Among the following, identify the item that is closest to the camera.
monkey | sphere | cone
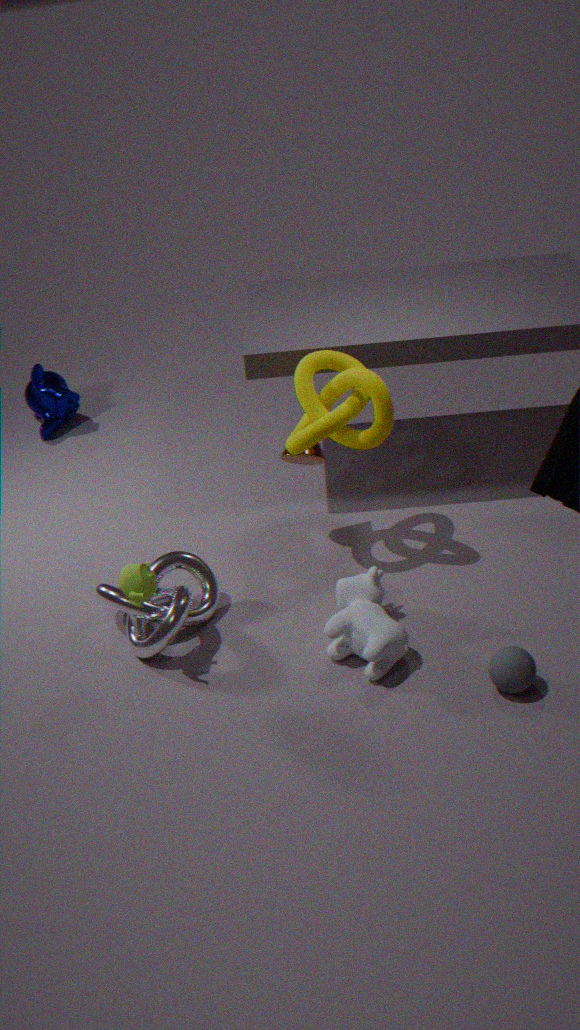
sphere
